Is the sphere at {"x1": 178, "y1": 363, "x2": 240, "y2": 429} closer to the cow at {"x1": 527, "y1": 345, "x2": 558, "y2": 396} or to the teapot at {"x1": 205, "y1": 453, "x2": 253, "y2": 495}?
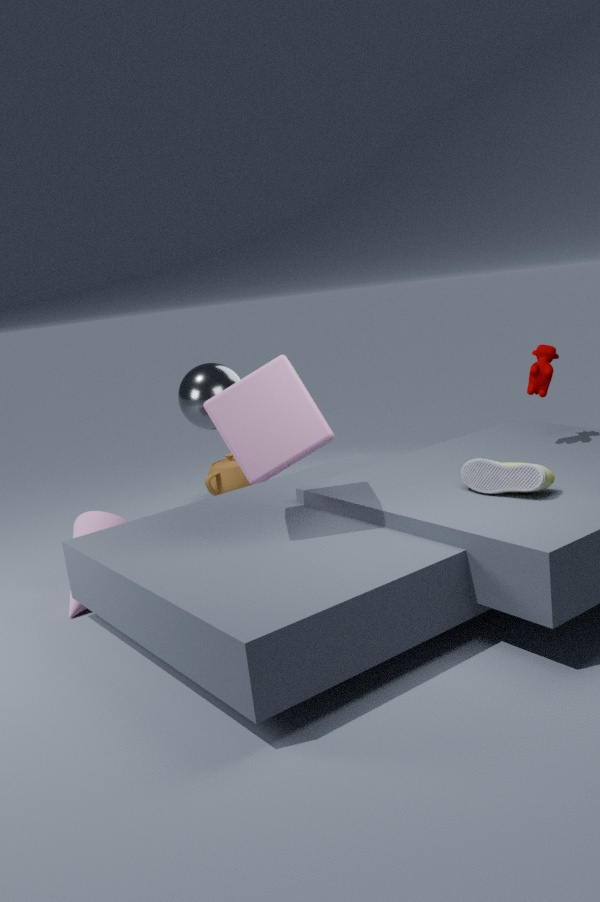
the teapot at {"x1": 205, "y1": 453, "x2": 253, "y2": 495}
